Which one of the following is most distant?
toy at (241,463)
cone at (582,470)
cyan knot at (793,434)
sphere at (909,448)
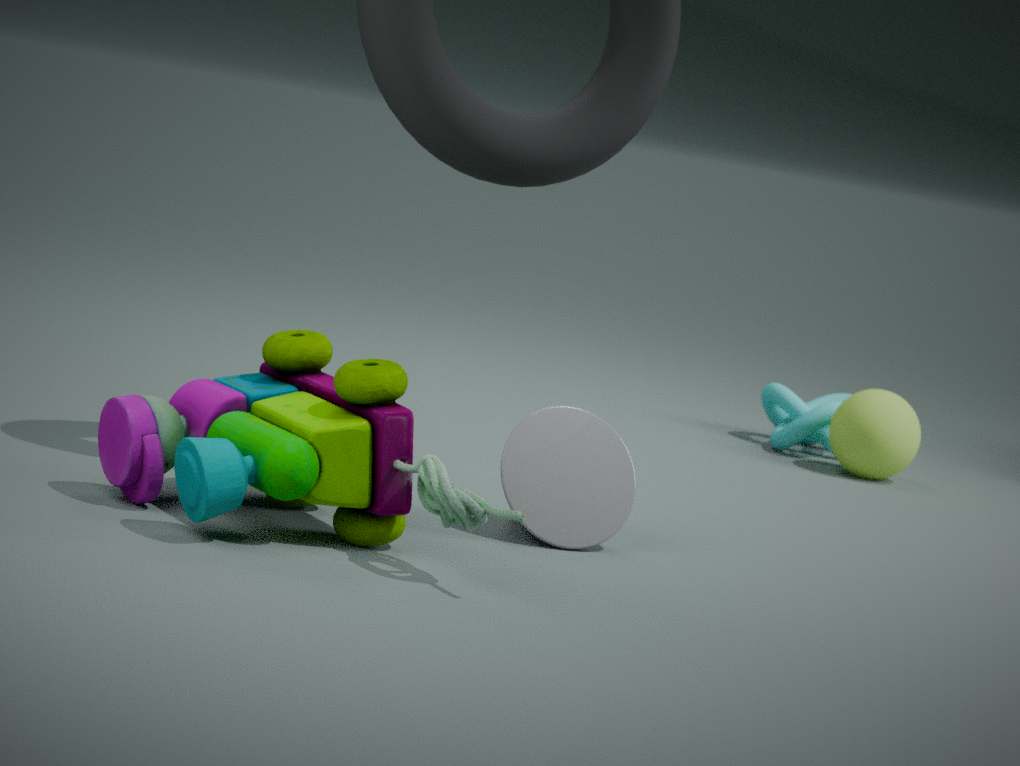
cyan knot at (793,434)
